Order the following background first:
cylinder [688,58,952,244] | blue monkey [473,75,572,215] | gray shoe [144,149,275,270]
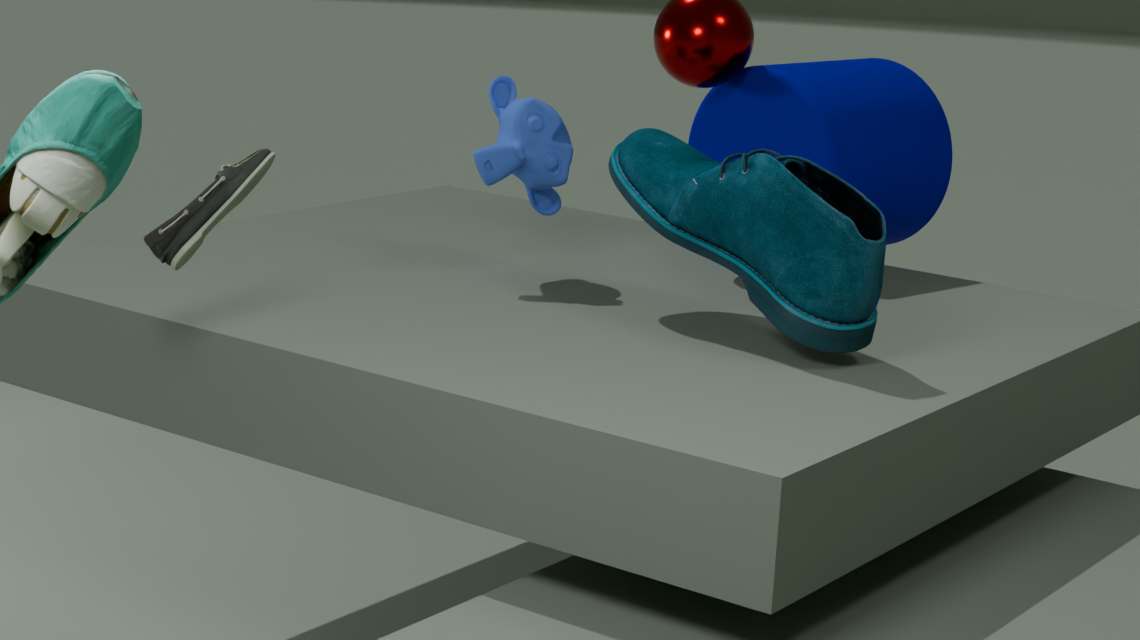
cylinder [688,58,952,244], blue monkey [473,75,572,215], gray shoe [144,149,275,270]
